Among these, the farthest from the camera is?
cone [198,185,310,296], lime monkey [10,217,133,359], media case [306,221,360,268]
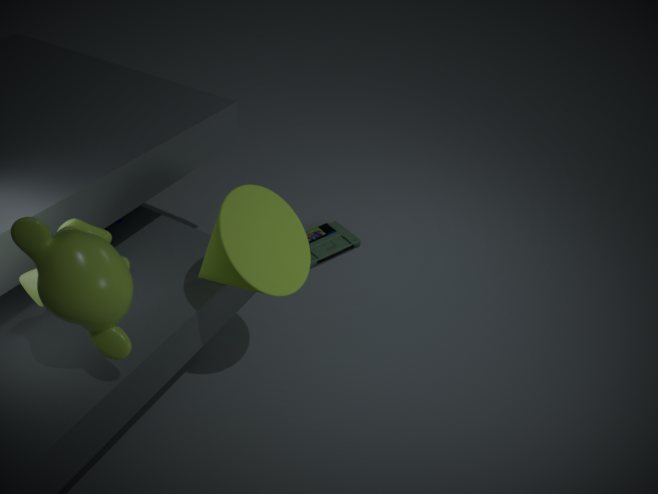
media case [306,221,360,268]
